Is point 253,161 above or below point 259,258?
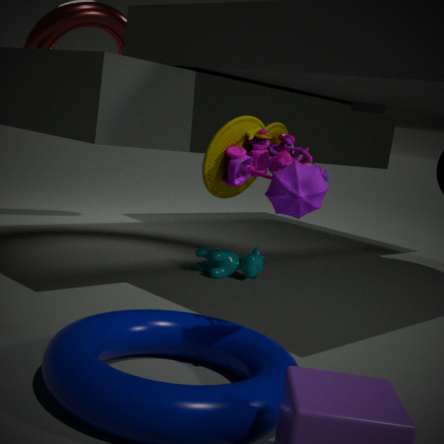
above
